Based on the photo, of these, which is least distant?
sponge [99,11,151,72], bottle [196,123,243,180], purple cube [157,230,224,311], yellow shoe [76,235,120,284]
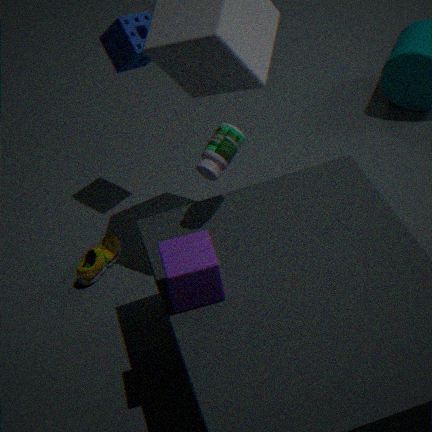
purple cube [157,230,224,311]
